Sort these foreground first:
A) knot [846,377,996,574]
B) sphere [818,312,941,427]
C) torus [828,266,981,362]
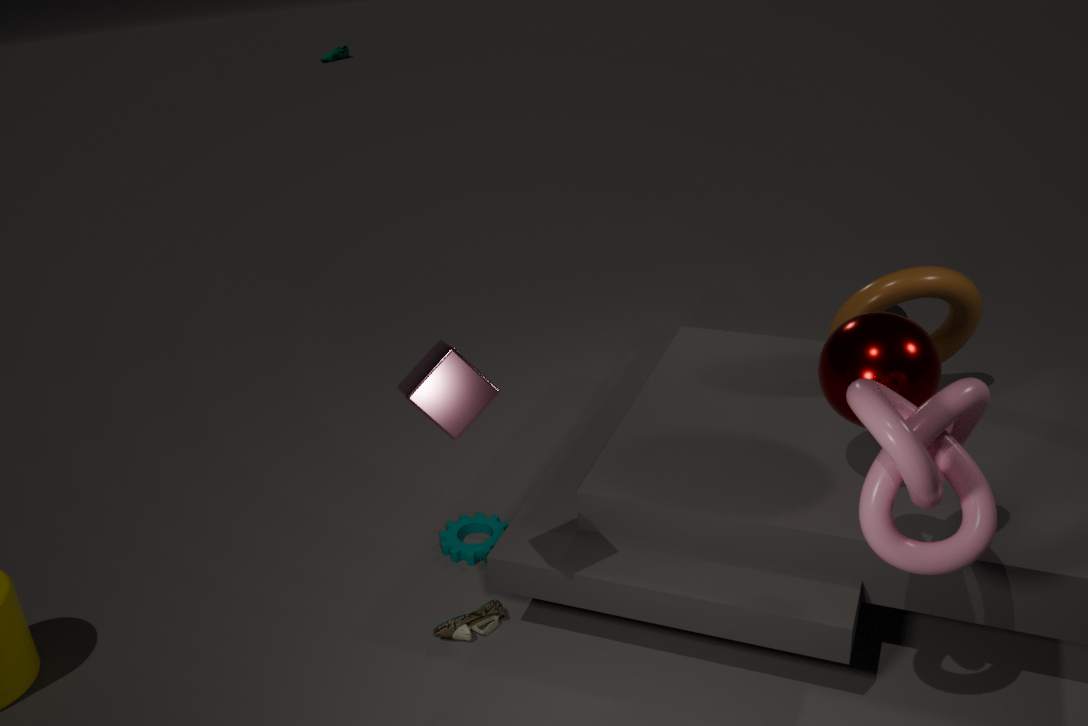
knot [846,377,996,574] → sphere [818,312,941,427] → torus [828,266,981,362]
